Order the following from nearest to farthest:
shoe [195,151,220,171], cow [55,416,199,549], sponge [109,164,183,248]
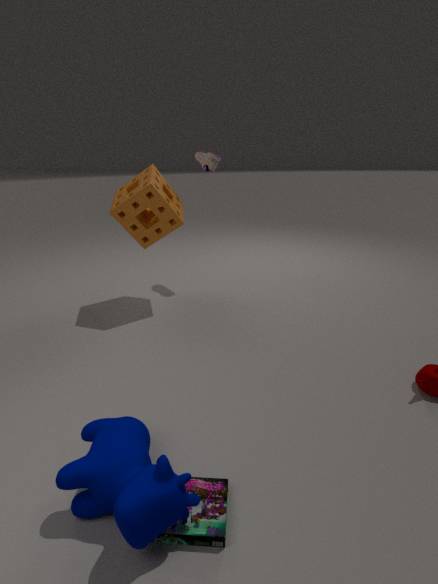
1. cow [55,416,199,549]
2. sponge [109,164,183,248]
3. shoe [195,151,220,171]
